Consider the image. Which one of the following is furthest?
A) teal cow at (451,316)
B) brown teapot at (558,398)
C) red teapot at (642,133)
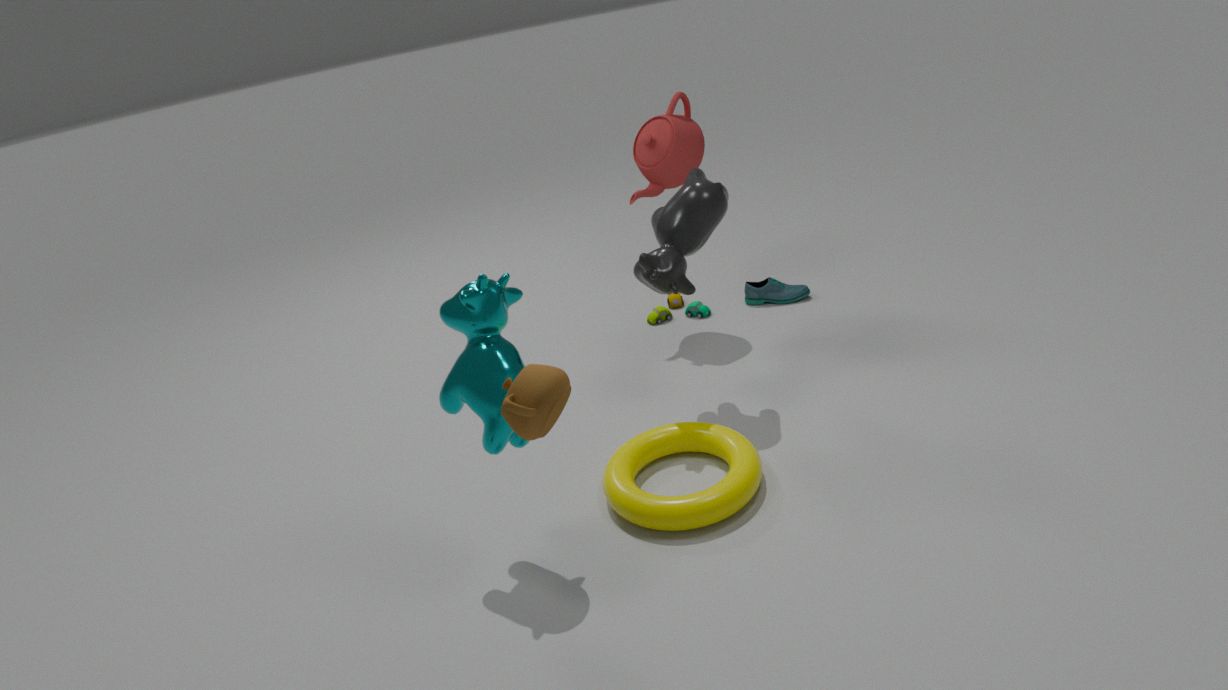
red teapot at (642,133)
